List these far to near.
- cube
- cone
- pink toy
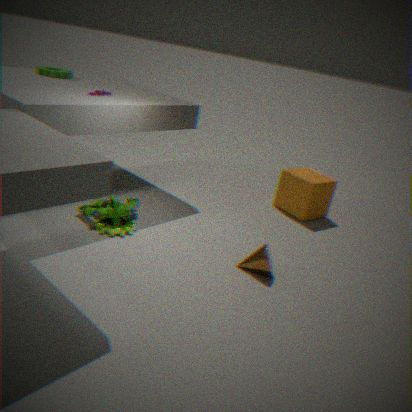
cube < pink toy < cone
